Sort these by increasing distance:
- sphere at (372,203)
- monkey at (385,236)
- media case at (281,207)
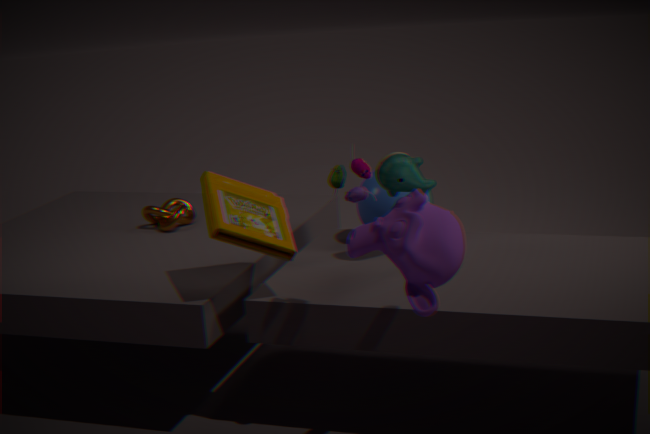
monkey at (385,236) < media case at (281,207) < sphere at (372,203)
